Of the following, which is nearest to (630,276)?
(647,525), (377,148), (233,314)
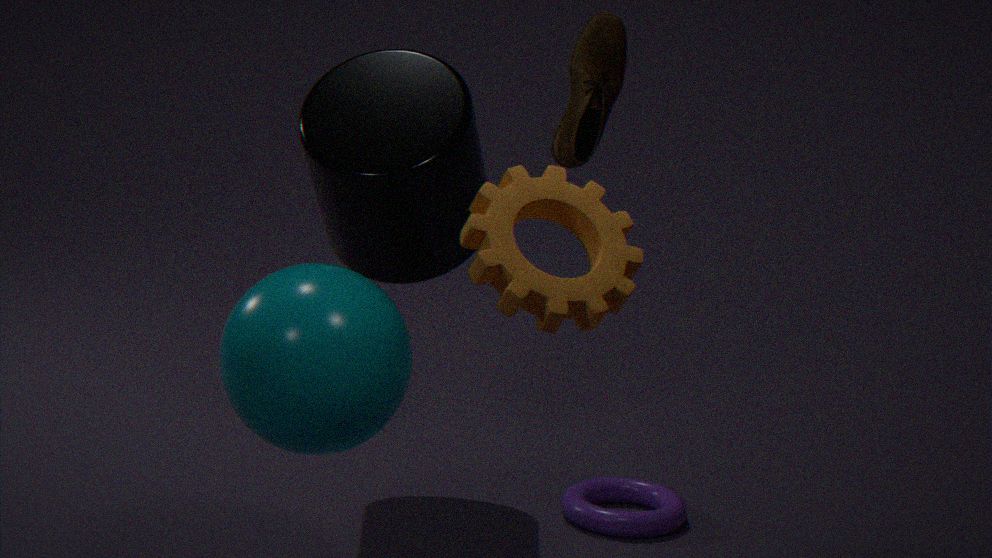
(233,314)
